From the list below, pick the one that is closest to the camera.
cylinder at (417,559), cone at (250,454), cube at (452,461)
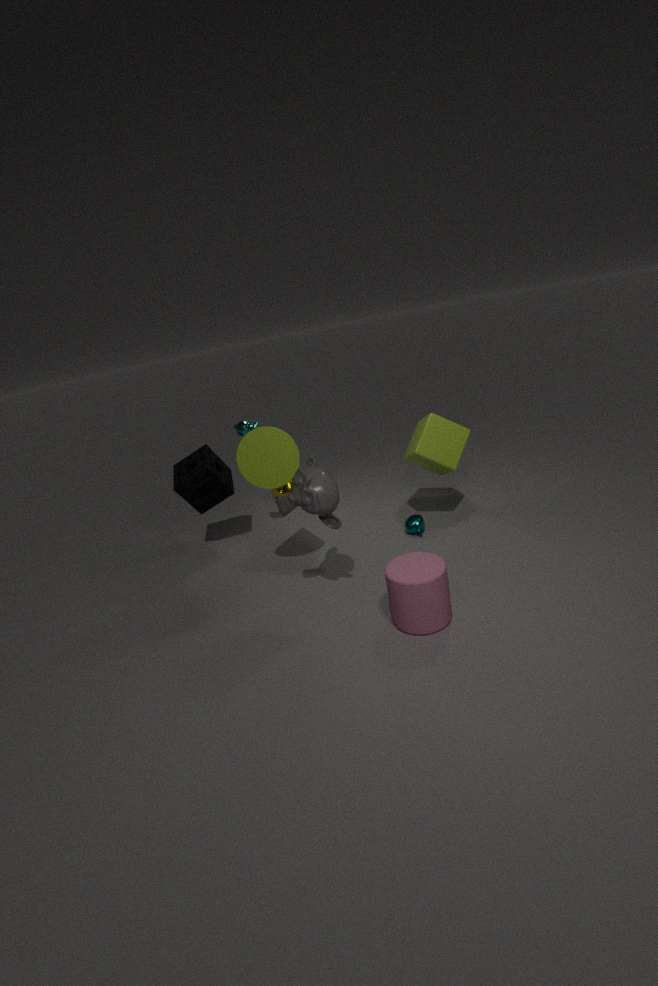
cylinder at (417,559)
